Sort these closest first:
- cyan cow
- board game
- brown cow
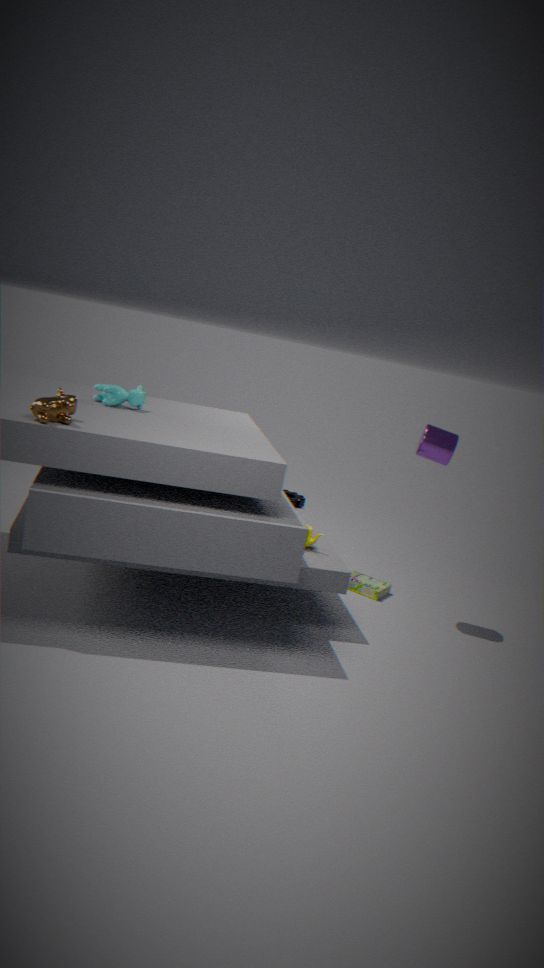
1. brown cow
2. cyan cow
3. board game
